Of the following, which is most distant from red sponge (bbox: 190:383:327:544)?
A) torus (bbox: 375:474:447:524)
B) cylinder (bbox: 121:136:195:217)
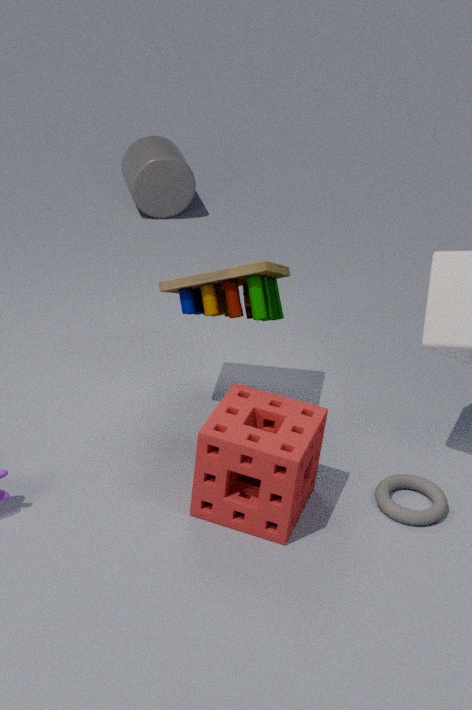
cylinder (bbox: 121:136:195:217)
